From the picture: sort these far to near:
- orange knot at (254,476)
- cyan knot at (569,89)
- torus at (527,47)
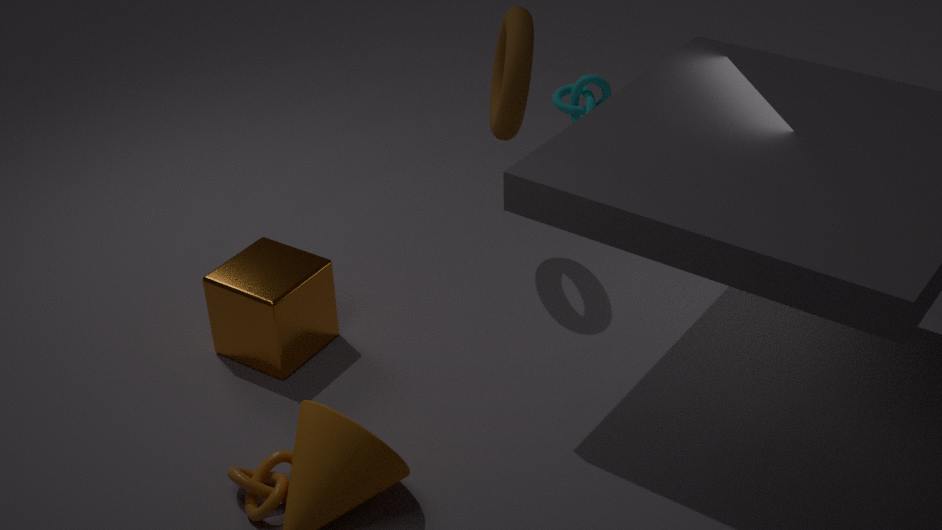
1. cyan knot at (569,89)
2. torus at (527,47)
3. orange knot at (254,476)
